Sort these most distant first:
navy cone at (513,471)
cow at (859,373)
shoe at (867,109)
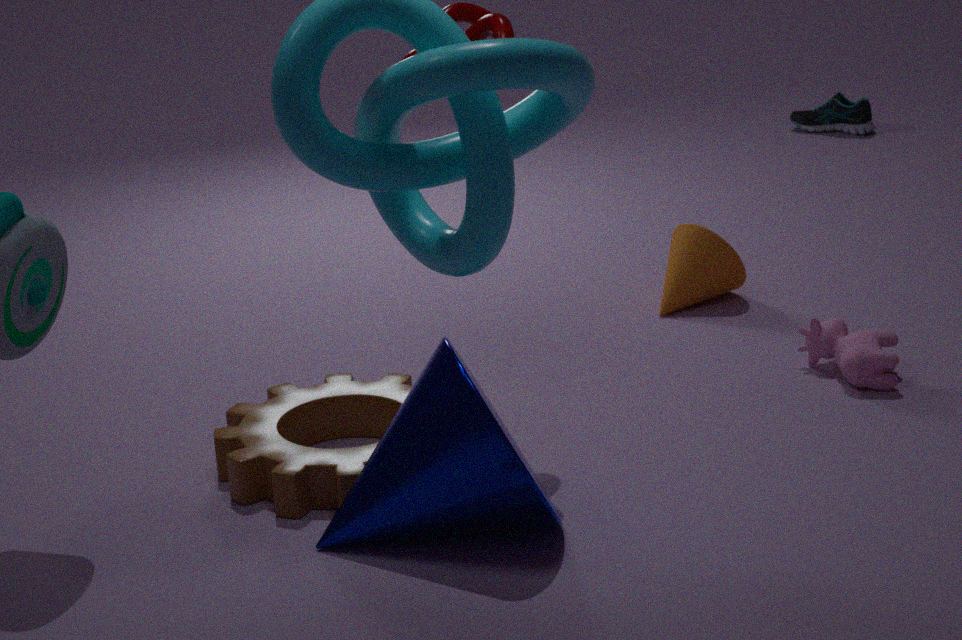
shoe at (867,109) → cow at (859,373) → navy cone at (513,471)
